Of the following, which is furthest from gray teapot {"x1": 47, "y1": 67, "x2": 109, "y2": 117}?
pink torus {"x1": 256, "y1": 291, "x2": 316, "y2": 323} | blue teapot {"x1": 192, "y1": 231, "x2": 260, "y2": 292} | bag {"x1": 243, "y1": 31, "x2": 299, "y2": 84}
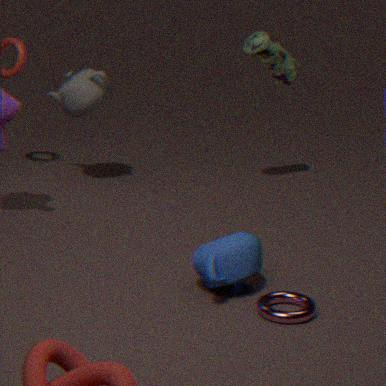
pink torus {"x1": 256, "y1": 291, "x2": 316, "y2": 323}
